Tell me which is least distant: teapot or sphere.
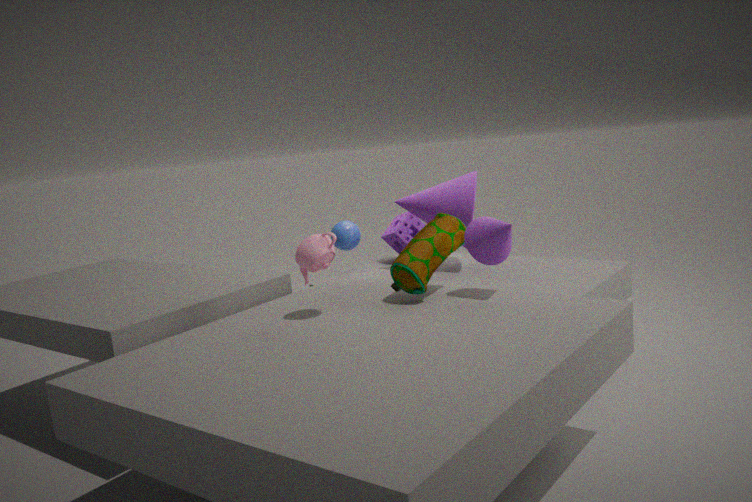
teapot
